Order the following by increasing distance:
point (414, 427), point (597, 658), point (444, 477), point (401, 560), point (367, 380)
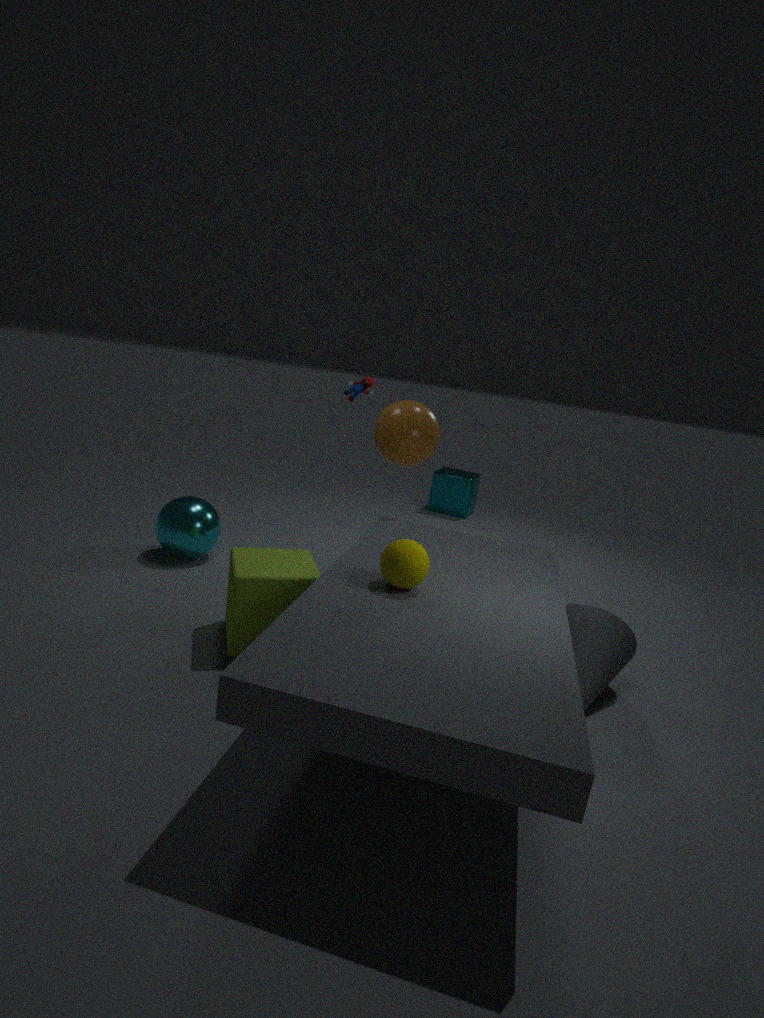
point (401, 560)
point (597, 658)
point (414, 427)
point (367, 380)
point (444, 477)
